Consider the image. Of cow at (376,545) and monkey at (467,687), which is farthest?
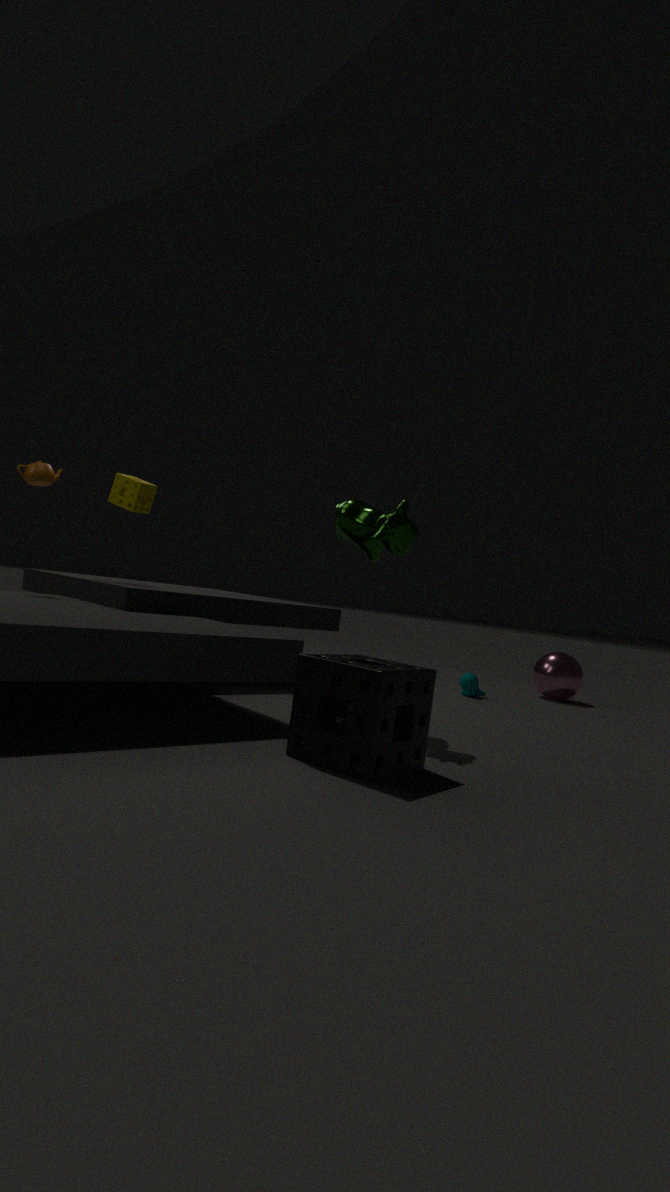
monkey at (467,687)
